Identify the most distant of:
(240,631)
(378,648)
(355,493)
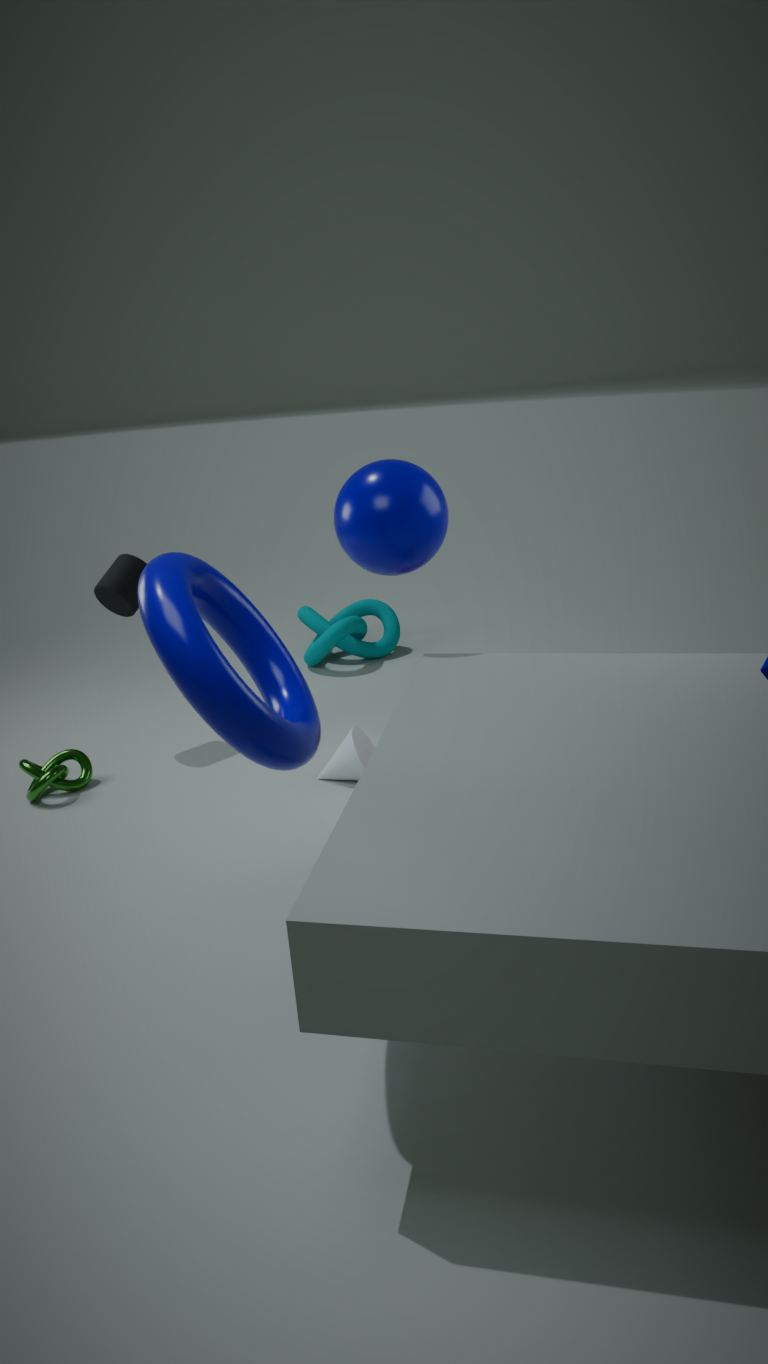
(378,648)
